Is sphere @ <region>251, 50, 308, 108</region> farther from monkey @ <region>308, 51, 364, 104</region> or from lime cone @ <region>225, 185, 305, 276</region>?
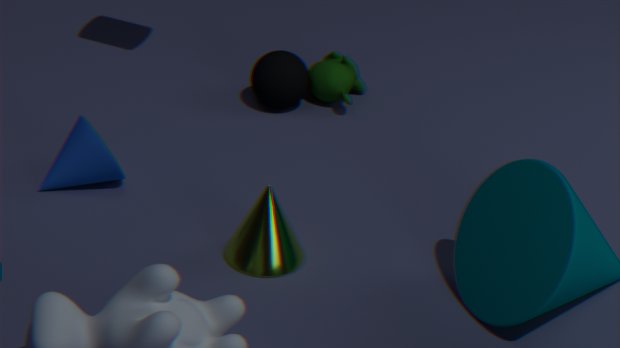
lime cone @ <region>225, 185, 305, 276</region>
